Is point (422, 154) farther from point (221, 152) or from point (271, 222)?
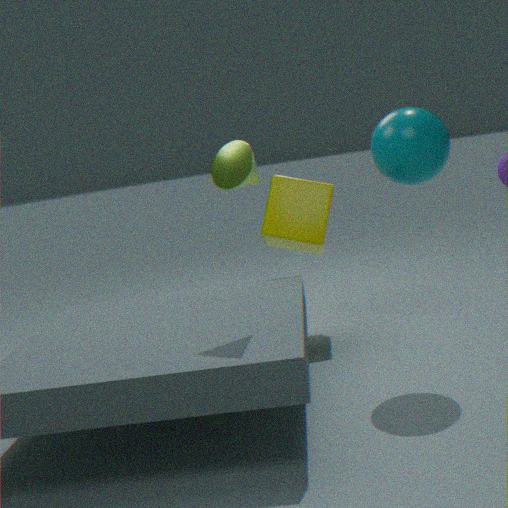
point (271, 222)
